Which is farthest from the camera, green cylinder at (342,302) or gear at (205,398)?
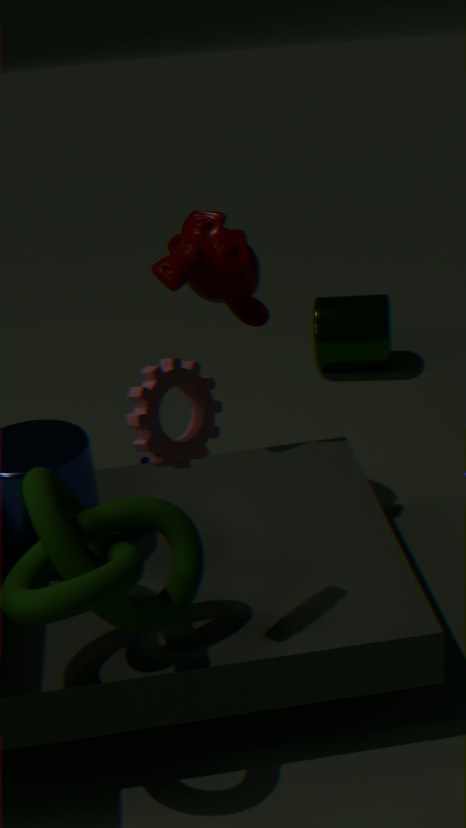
green cylinder at (342,302)
